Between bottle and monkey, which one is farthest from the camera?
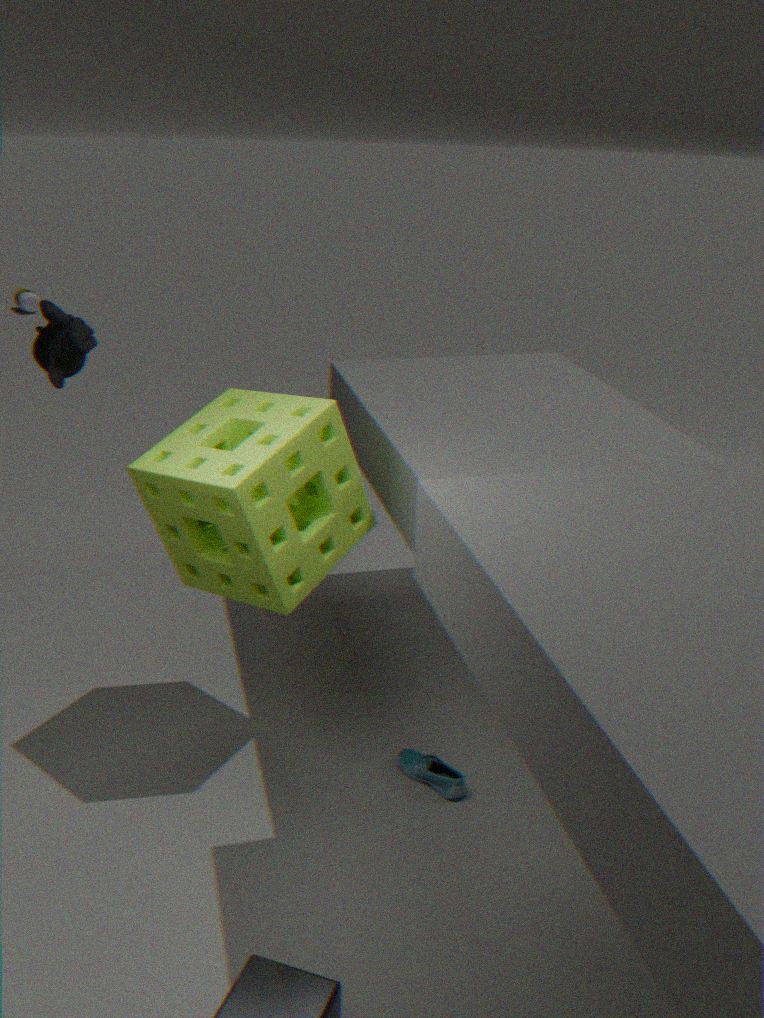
bottle
